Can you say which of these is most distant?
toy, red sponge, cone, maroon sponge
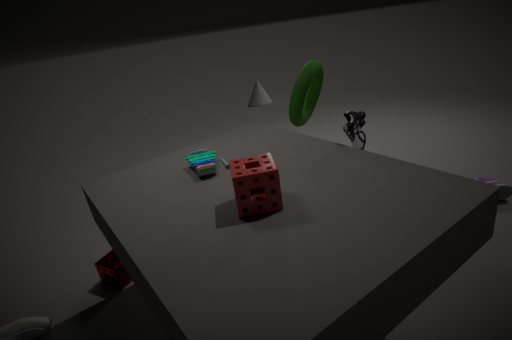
cone
